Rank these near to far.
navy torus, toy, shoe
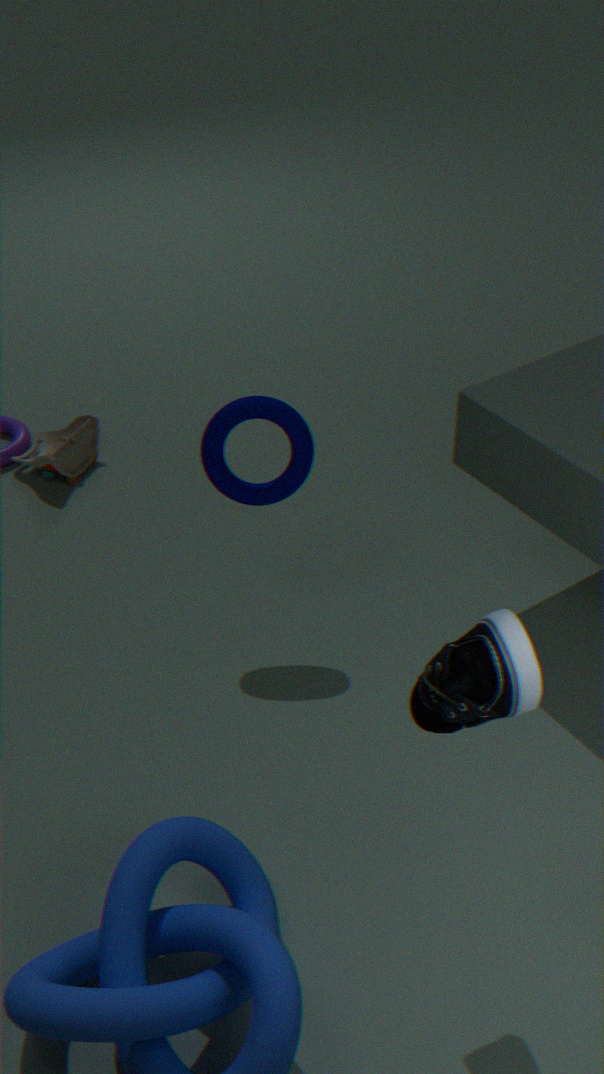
shoe, navy torus, toy
